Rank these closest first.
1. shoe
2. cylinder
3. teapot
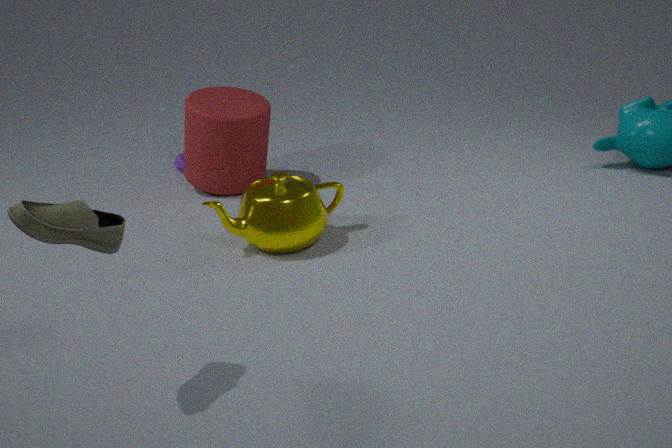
shoe → teapot → cylinder
